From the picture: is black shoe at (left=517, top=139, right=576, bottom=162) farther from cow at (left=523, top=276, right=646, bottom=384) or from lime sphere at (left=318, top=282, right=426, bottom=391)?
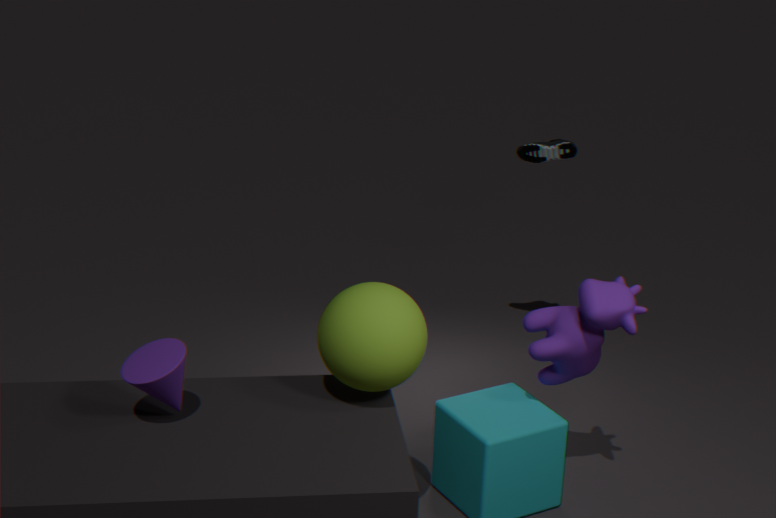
lime sphere at (left=318, top=282, right=426, bottom=391)
